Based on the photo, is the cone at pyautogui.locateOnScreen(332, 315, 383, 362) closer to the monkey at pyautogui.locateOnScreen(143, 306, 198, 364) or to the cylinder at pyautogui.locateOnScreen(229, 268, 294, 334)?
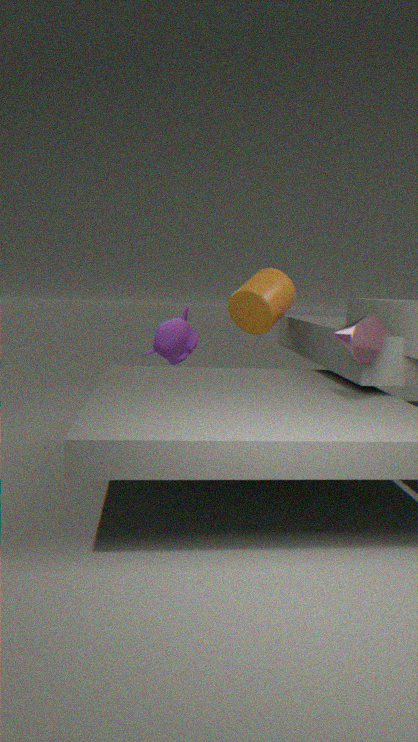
the cylinder at pyautogui.locateOnScreen(229, 268, 294, 334)
